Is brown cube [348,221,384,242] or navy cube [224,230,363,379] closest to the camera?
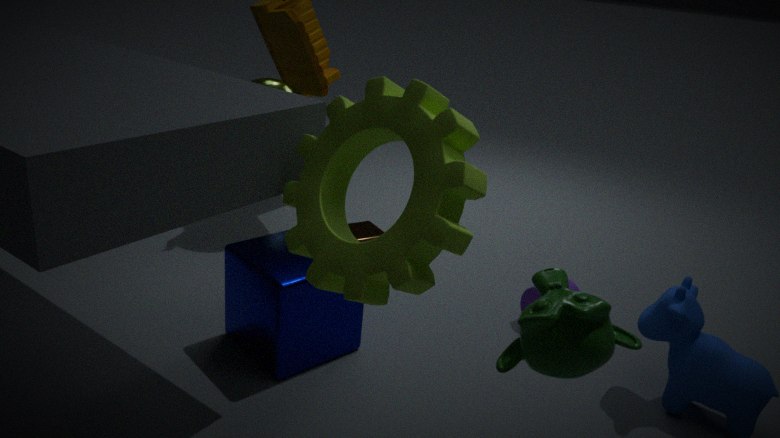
navy cube [224,230,363,379]
